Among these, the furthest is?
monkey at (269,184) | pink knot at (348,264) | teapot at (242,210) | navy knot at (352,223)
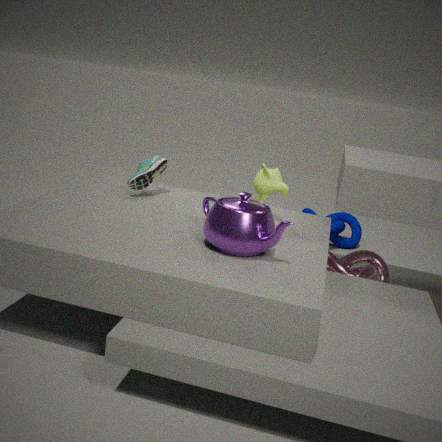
navy knot at (352,223)
